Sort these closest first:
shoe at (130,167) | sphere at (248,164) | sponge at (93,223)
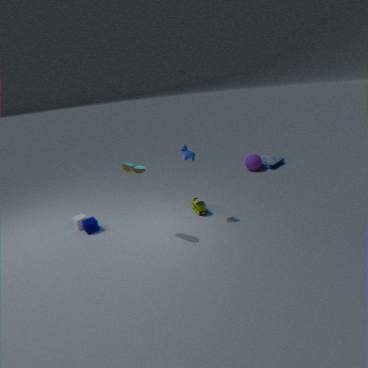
shoe at (130,167) < sponge at (93,223) < sphere at (248,164)
